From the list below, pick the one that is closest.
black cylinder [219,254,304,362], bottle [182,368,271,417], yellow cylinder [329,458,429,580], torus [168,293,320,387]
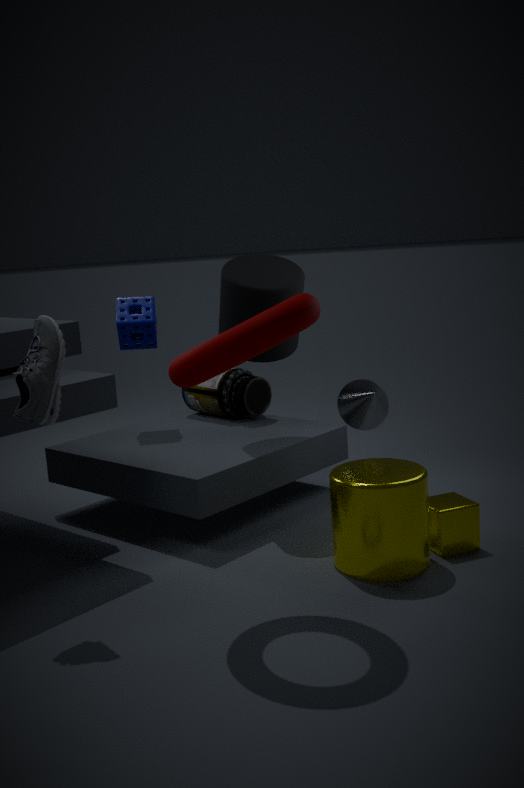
torus [168,293,320,387]
